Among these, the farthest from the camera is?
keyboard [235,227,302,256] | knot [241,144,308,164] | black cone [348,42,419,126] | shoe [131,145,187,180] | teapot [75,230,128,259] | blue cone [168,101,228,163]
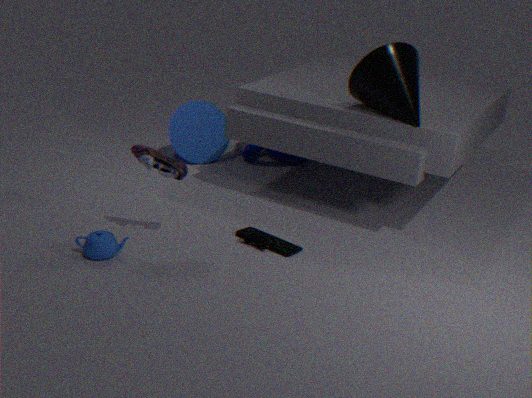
knot [241,144,308,164]
